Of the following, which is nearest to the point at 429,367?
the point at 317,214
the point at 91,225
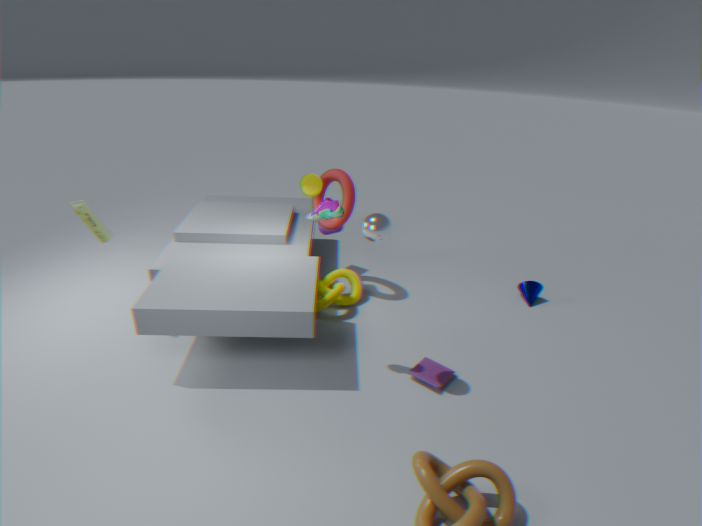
the point at 317,214
